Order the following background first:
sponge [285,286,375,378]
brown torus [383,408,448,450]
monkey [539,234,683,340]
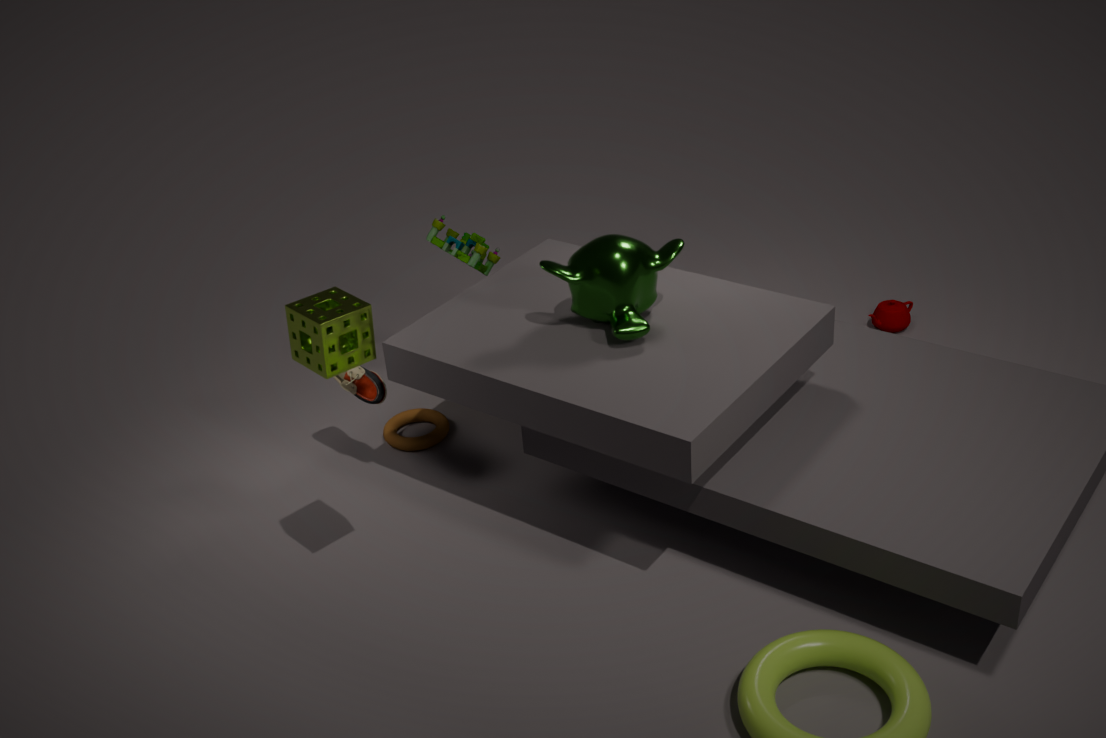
brown torus [383,408,448,450], monkey [539,234,683,340], sponge [285,286,375,378]
